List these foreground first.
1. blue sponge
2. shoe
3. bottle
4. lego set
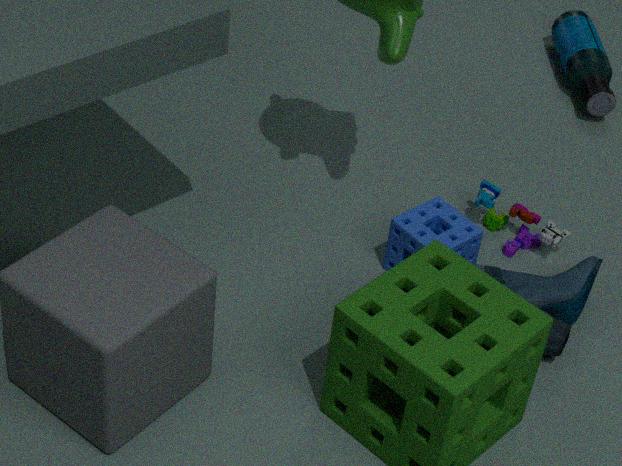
shoe < blue sponge < lego set < bottle
